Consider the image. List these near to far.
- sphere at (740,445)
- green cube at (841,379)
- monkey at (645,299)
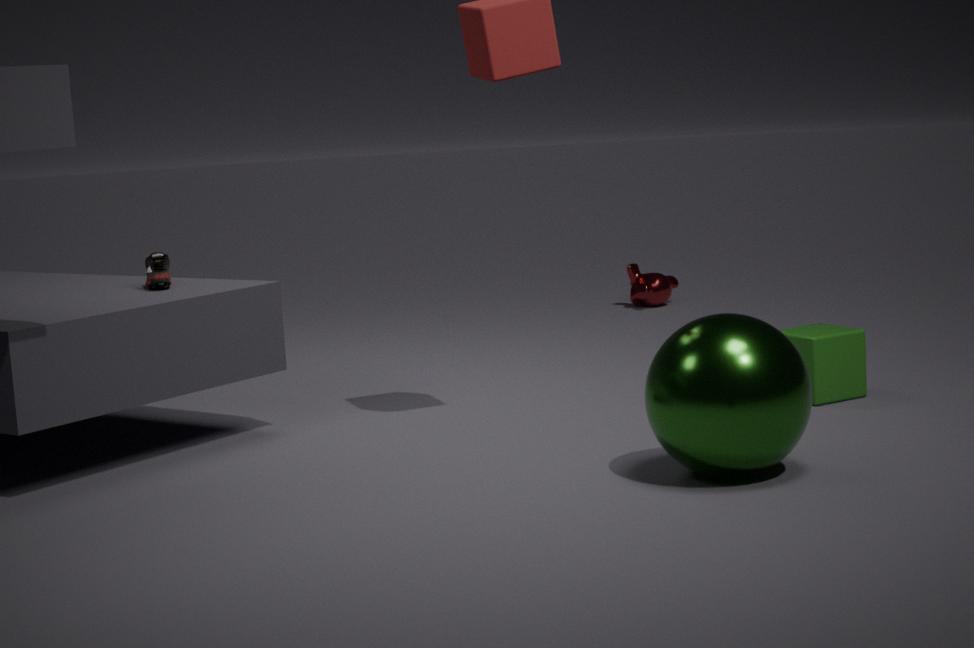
sphere at (740,445), green cube at (841,379), monkey at (645,299)
